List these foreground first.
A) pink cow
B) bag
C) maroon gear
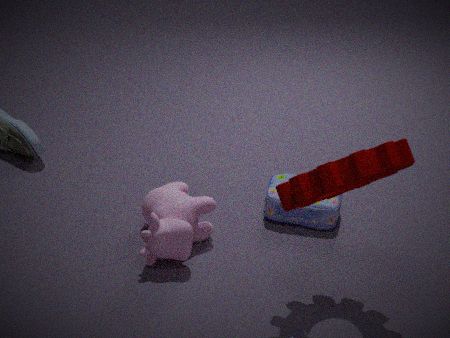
maroon gear
pink cow
bag
